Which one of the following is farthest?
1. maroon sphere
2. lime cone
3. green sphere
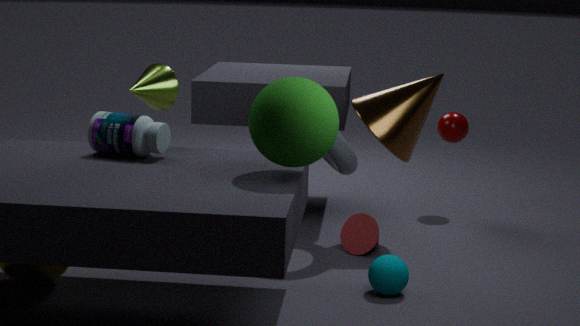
maroon sphere
